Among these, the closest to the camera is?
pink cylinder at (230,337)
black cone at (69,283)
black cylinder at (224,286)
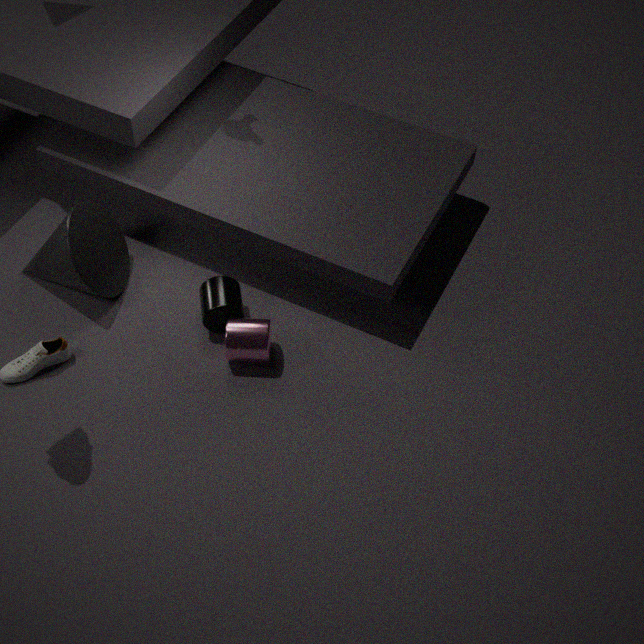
pink cylinder at (230,337)
